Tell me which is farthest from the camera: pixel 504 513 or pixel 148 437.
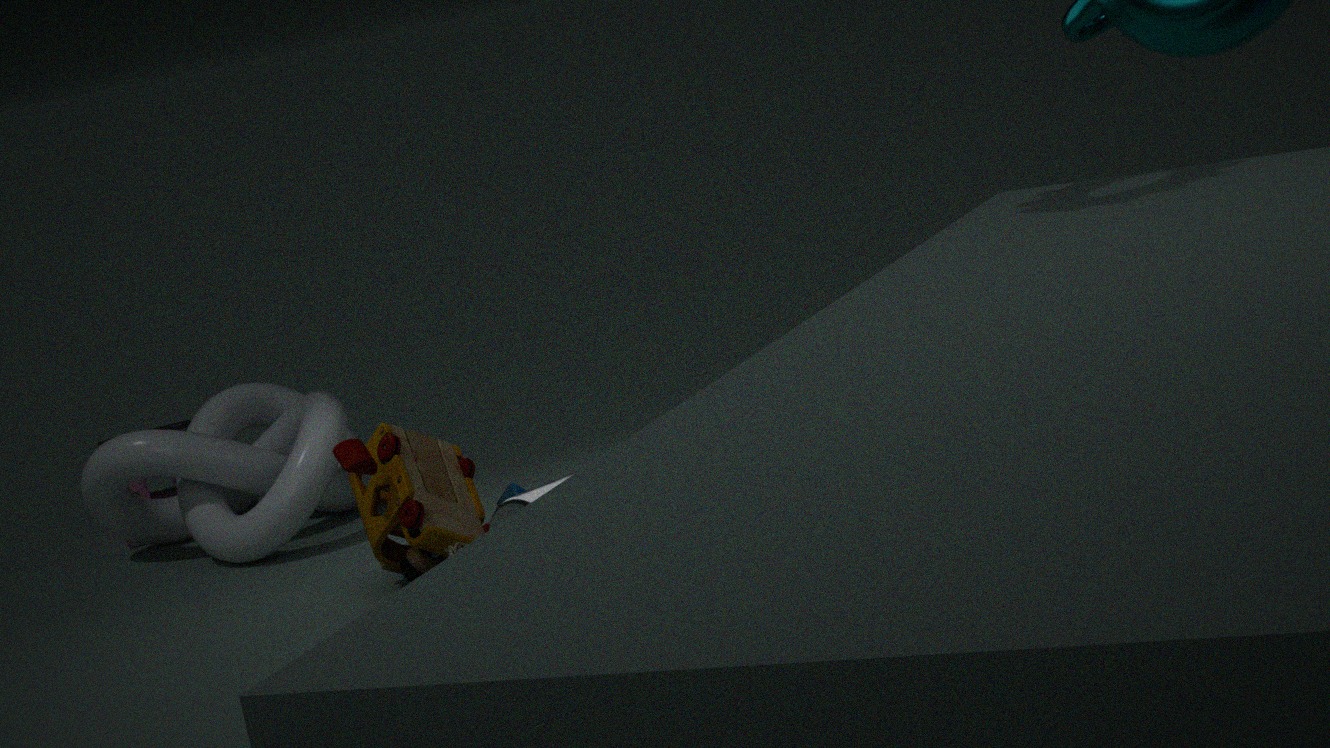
pixel 148 437
